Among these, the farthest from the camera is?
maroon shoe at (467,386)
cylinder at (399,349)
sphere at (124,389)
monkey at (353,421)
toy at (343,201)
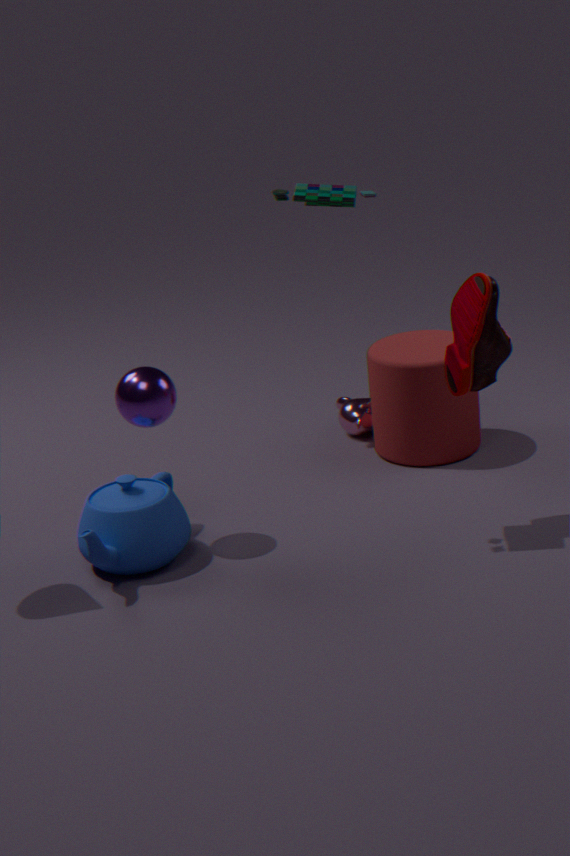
monkey at (353,421)
